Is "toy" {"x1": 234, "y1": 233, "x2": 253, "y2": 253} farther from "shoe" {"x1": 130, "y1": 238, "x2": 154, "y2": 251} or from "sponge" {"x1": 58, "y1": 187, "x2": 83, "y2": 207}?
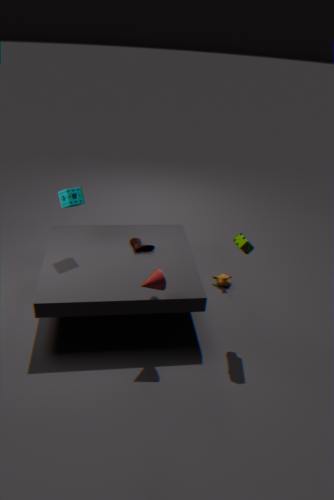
"sponge" {"x1": 58, "y1": 187, "x2": 83, "y2": 207}
